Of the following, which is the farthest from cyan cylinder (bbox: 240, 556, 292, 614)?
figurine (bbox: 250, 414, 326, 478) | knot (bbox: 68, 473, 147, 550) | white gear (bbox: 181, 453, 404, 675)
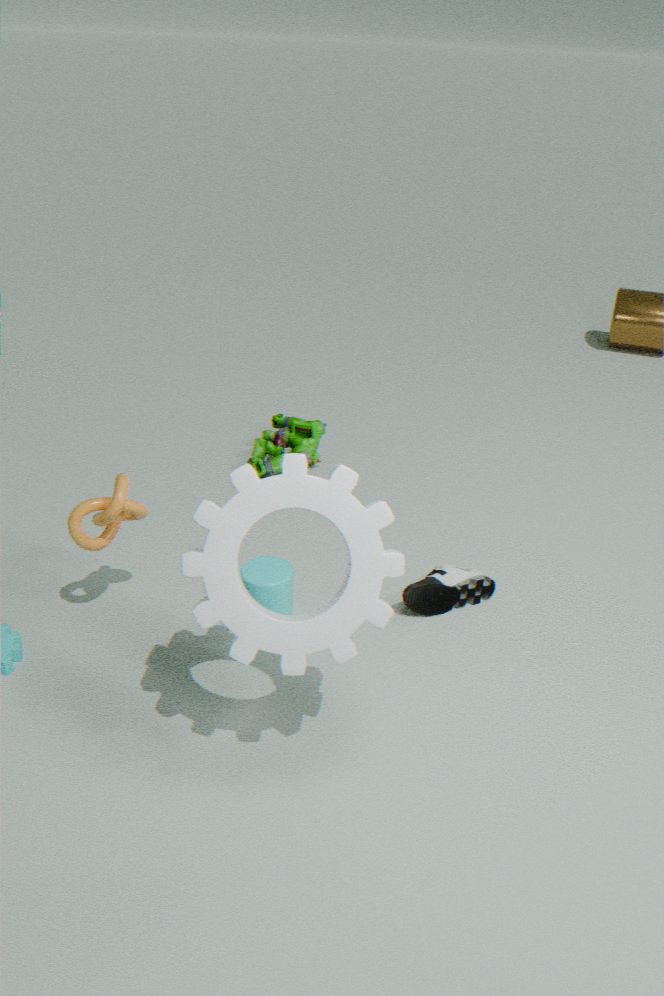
figurine (bbox: 250, 414, 326, 478)
